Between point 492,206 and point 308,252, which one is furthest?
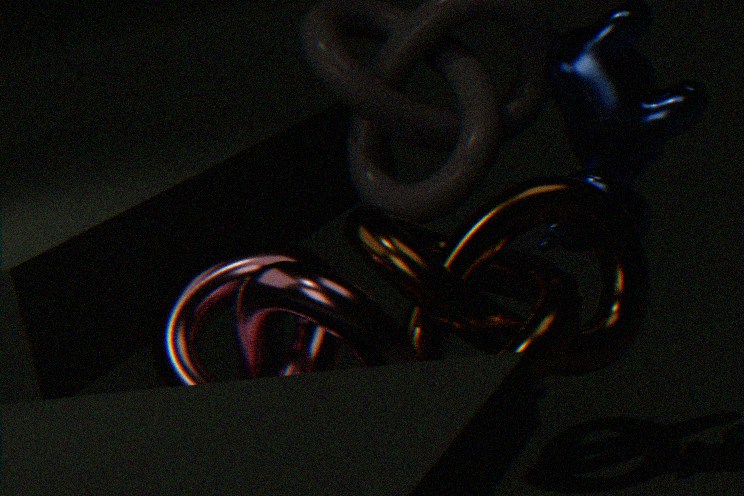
point 492,206
